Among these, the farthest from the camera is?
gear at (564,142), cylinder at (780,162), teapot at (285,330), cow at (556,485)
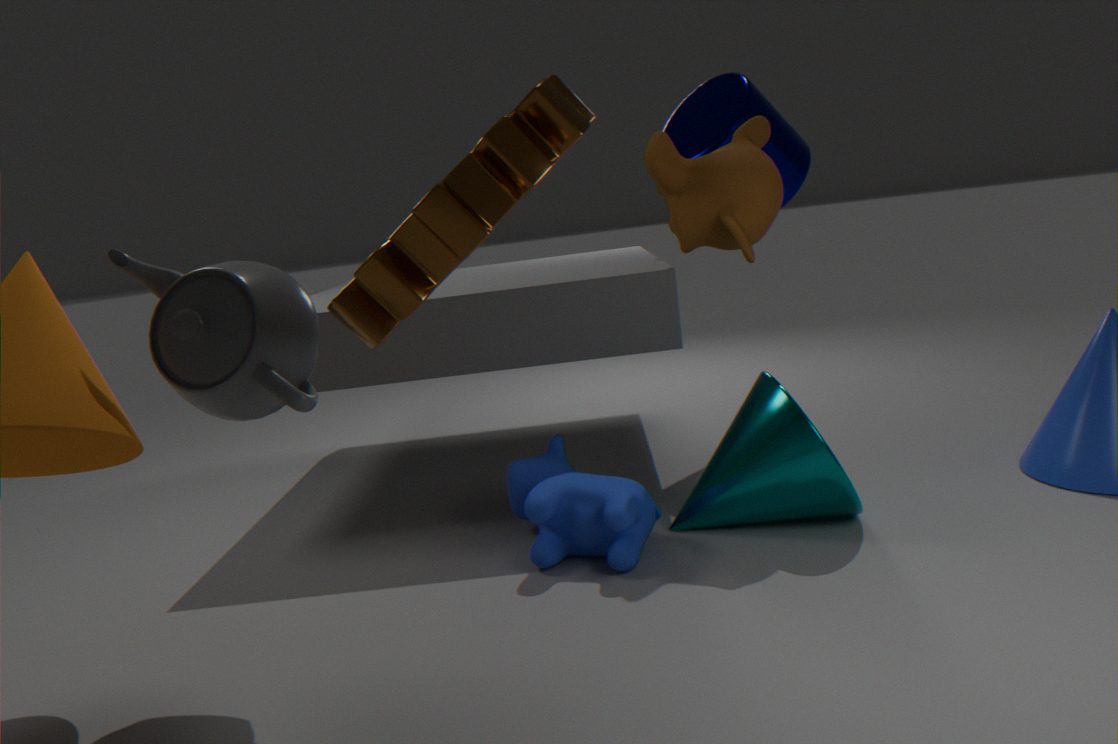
cylinder at (780,162)
